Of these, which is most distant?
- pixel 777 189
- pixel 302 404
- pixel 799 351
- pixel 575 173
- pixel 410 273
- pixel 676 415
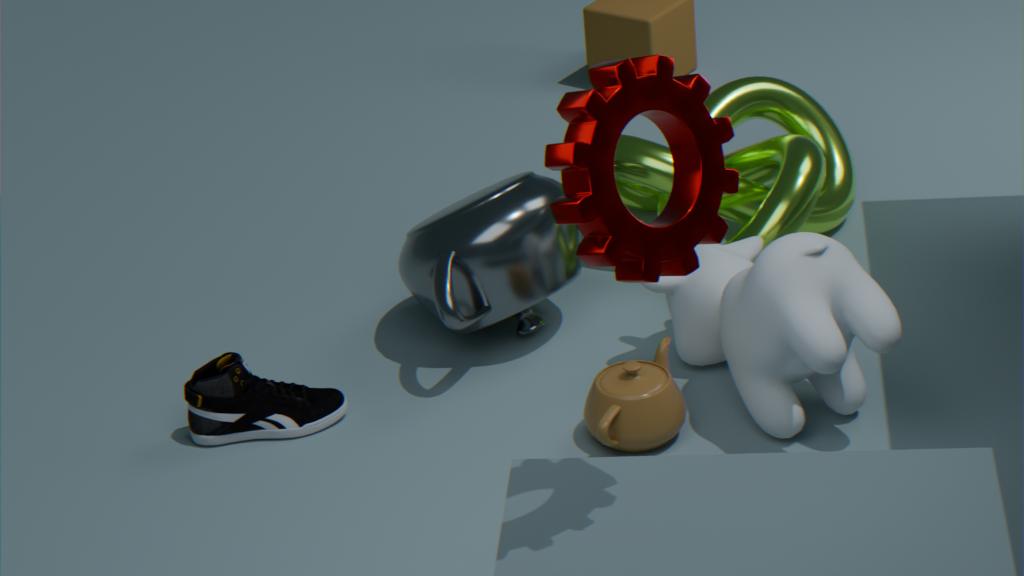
pixel 777 189
